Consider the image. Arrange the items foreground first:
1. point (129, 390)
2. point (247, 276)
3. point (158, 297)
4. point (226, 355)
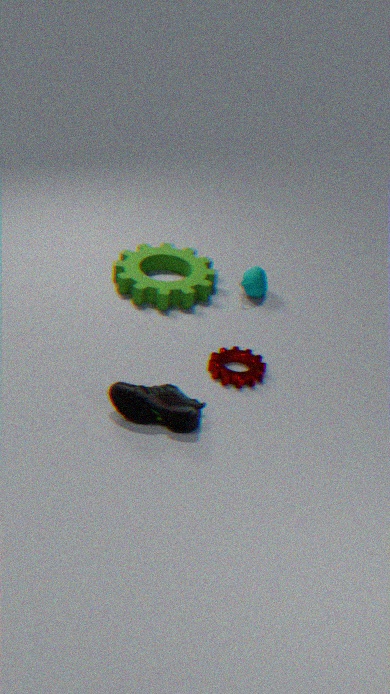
point (129, 390), point (226, 355), point (158, 297), point (247, 276)
